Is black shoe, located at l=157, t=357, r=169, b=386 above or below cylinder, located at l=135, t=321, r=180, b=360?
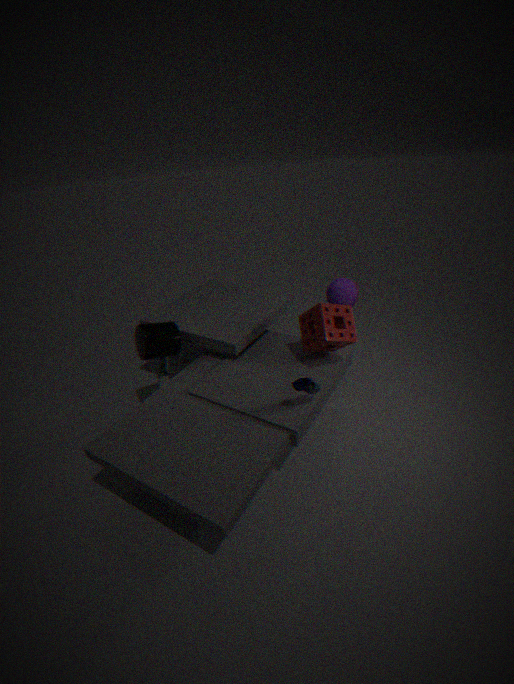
below
